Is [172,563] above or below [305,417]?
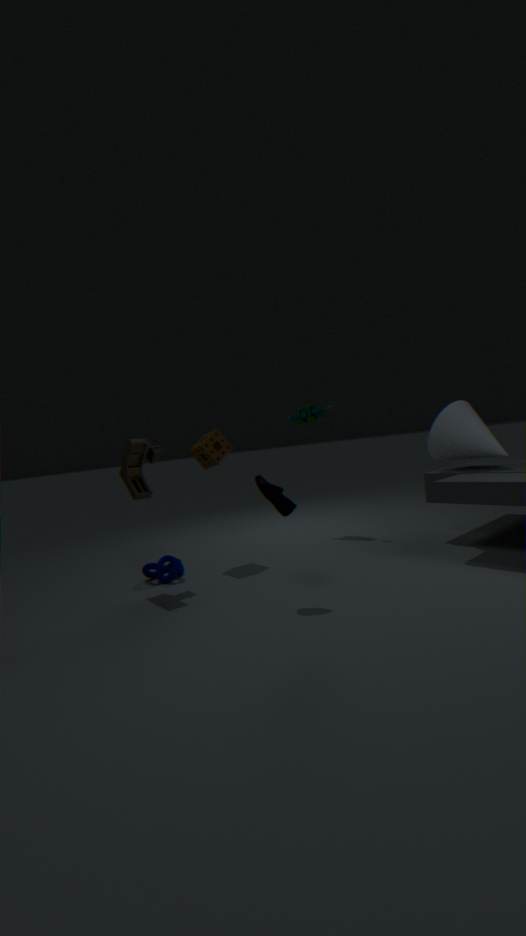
below
